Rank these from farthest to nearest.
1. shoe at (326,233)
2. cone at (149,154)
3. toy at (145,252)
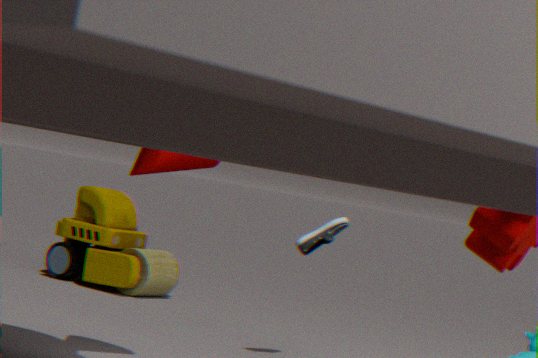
toy at (145,252) → shoe at (326,233) → cone at (149,154)
